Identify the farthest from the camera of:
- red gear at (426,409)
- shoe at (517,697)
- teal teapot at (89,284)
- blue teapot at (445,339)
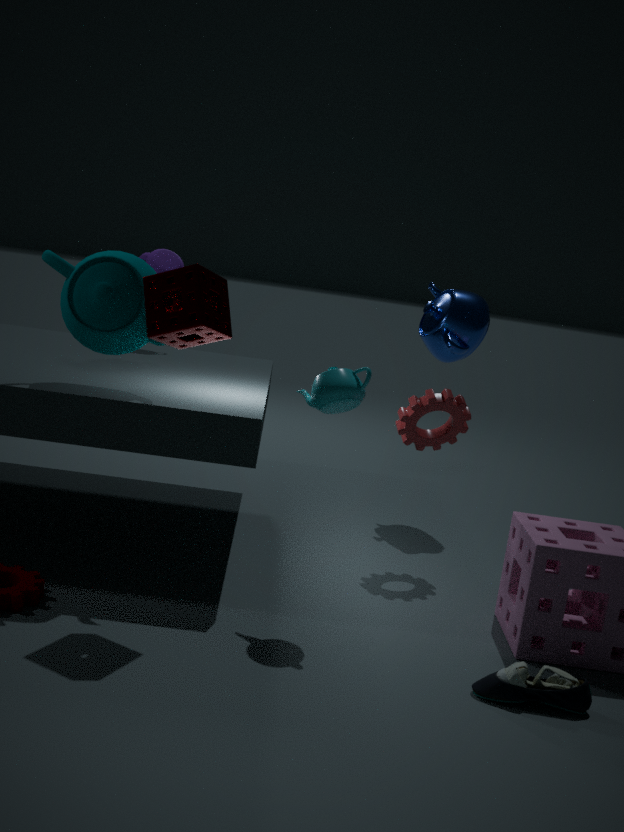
blue teapot at (445,339)
